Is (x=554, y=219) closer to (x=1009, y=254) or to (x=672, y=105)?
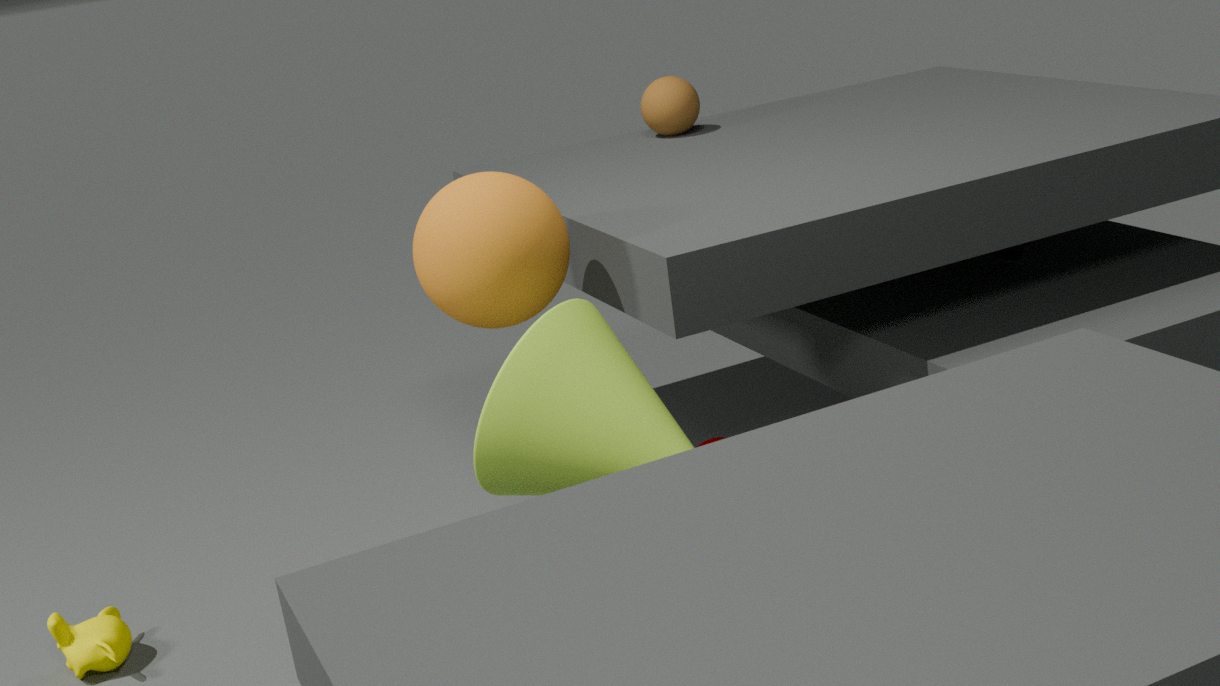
(x=672, y=105)
